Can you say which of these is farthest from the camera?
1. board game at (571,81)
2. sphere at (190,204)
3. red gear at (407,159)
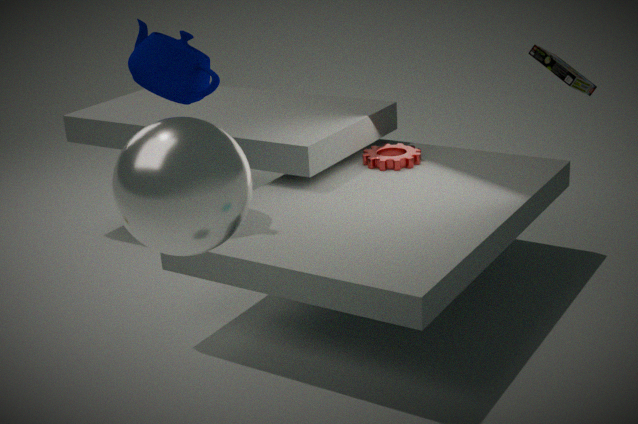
red gear at (407,159)
